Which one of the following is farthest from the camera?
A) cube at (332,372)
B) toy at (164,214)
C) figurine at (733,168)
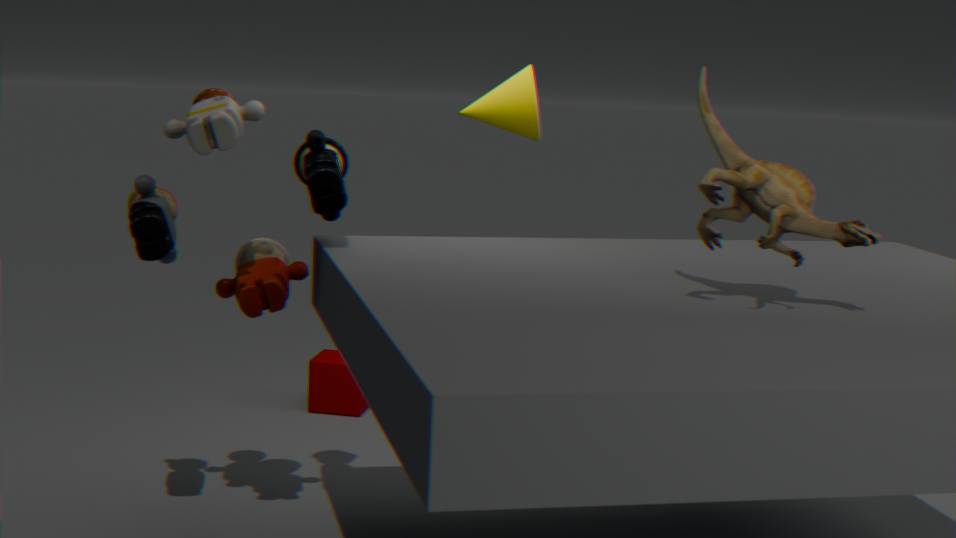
cube at (332,372)
